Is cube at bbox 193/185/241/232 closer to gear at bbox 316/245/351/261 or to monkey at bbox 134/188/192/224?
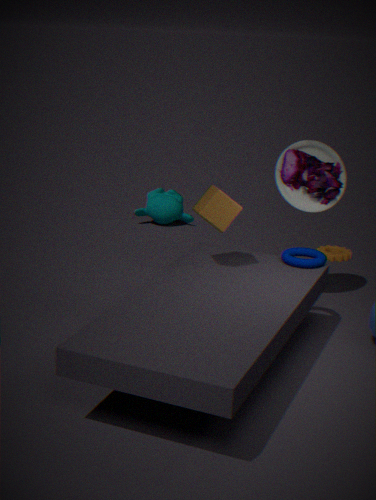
gear at bbox 316/245/351/261
